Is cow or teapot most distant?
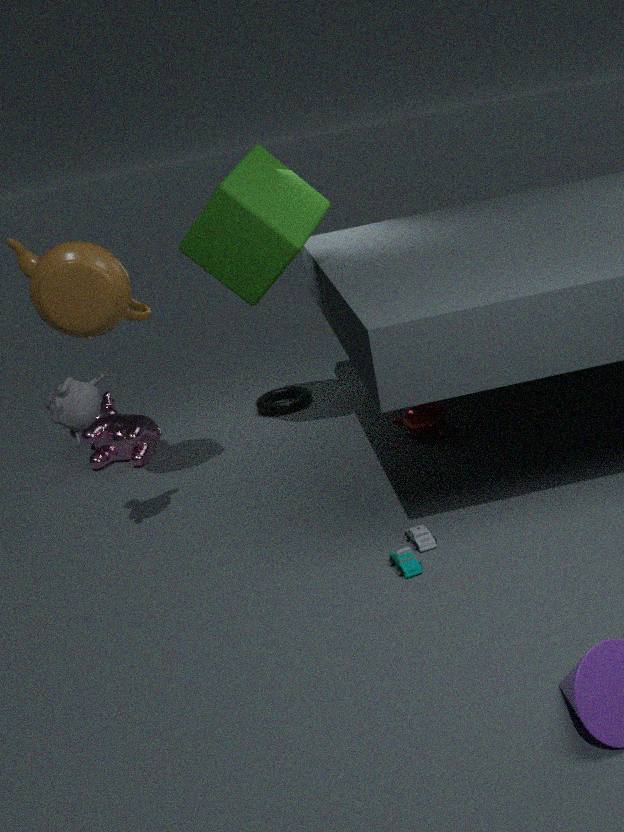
cow
